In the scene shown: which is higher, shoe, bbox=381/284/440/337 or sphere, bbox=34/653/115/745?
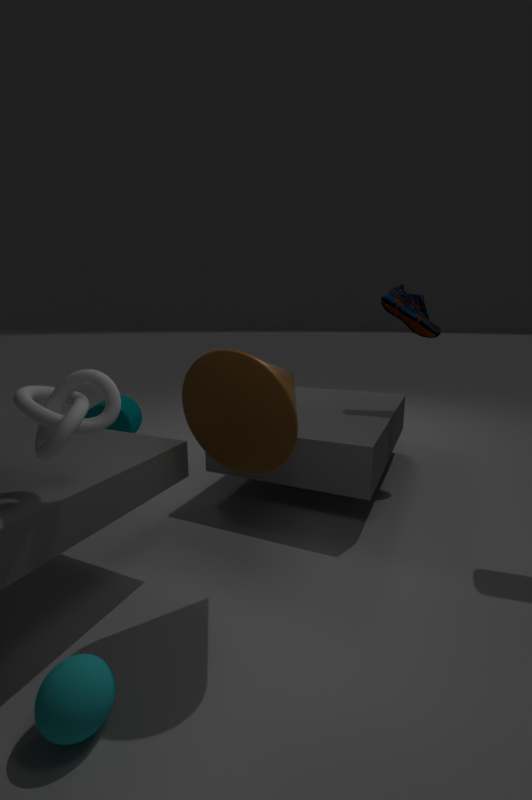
shoe, bbox=381/284/440/337
